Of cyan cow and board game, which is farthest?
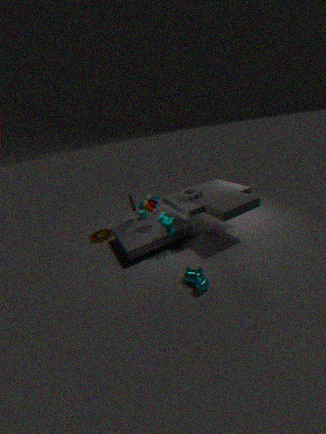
board game
